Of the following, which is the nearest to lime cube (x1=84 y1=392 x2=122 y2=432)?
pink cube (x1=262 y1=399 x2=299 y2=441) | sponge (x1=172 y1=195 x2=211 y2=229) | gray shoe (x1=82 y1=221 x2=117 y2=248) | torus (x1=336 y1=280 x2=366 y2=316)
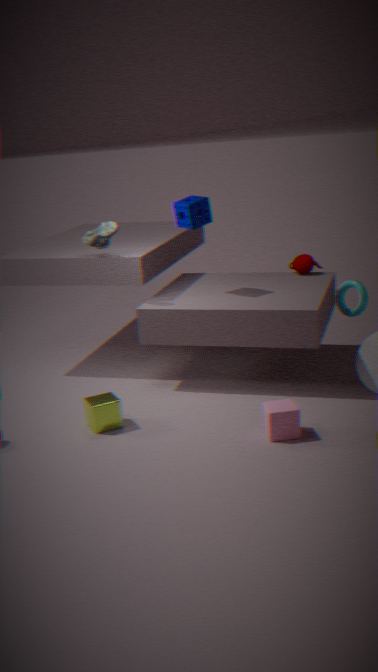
pink cube (x1=262 y1=399 x2=299 y2=441)
